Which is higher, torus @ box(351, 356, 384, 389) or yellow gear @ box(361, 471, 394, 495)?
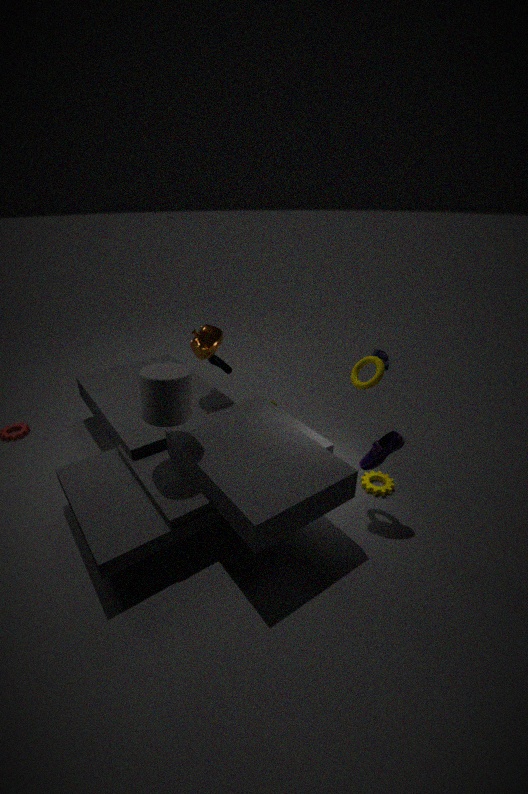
torus @ box(351, 356, 384, 389)
